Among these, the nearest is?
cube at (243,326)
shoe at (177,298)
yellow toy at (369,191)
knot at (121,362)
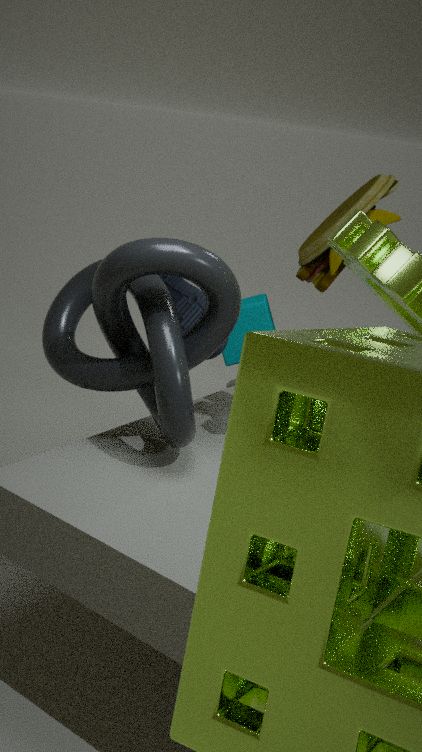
knot at (121,362)
